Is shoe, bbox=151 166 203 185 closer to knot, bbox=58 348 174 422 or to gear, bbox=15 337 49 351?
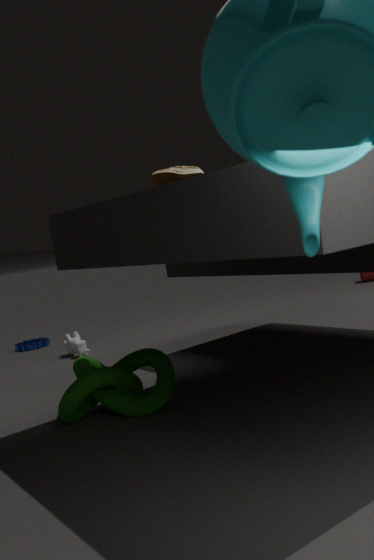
knot, bbox=58 348 174 422
